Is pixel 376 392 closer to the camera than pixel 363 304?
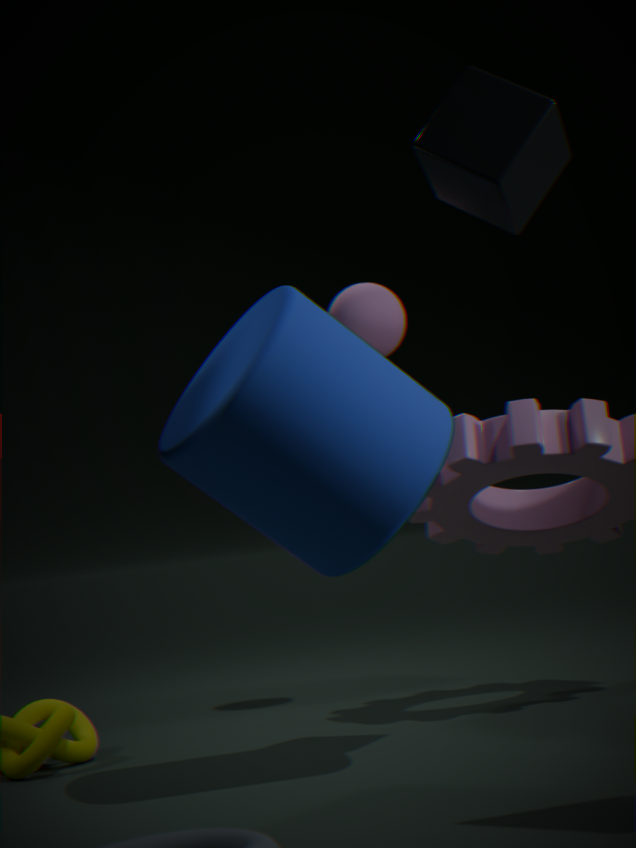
Yes
